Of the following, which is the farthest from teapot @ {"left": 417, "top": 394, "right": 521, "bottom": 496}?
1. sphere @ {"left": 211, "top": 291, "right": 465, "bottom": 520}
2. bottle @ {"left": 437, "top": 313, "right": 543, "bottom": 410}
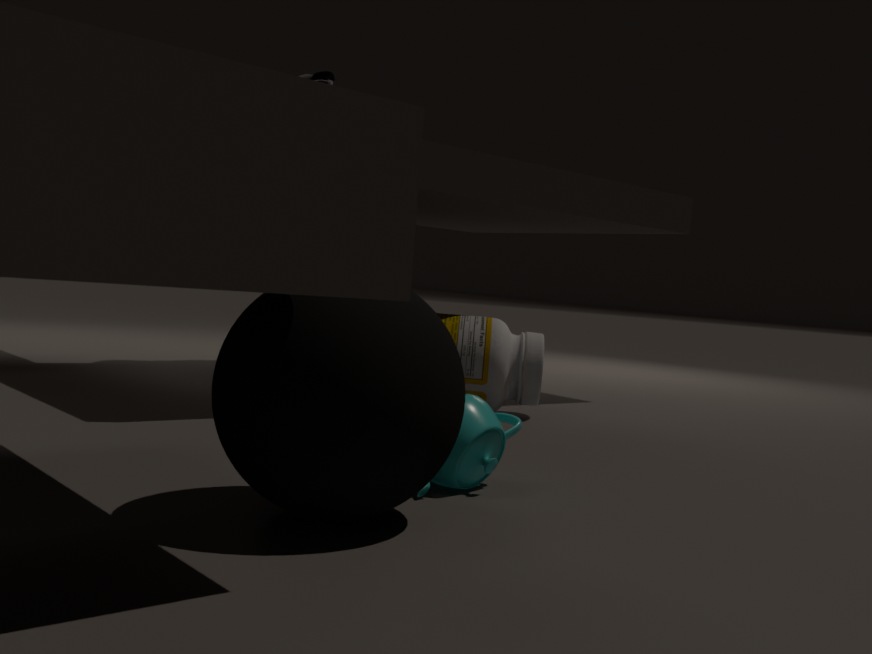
bottle @ {"left": 437, "top": 313, "right": 543, "bottom": 410}
